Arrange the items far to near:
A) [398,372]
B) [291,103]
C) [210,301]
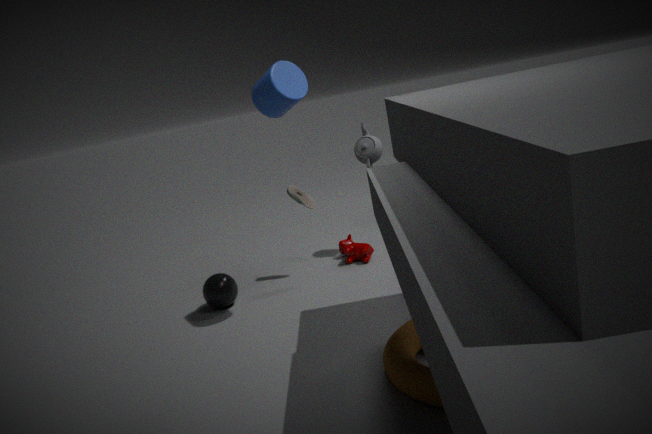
[210,301], [291,103], [398,372]
